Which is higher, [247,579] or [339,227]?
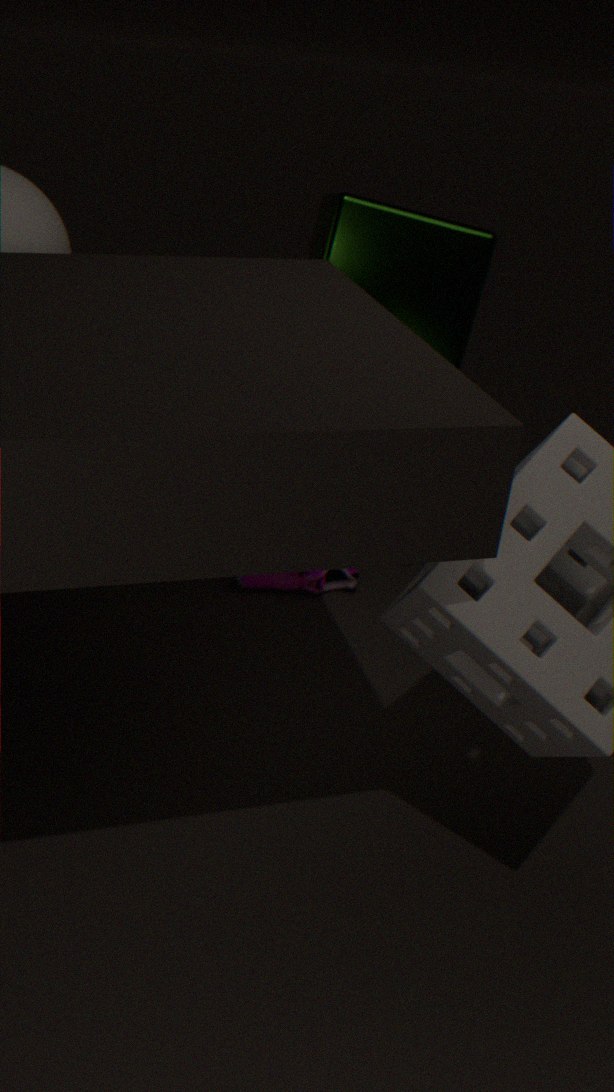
[339,227]
